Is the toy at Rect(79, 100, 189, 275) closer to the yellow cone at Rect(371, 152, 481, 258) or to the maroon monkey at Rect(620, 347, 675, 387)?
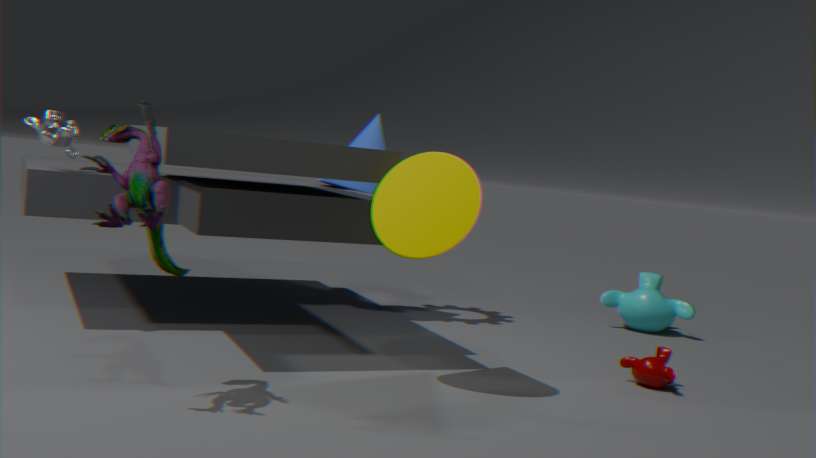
the yellow cone at Rect(371, 152, 481, 258)
